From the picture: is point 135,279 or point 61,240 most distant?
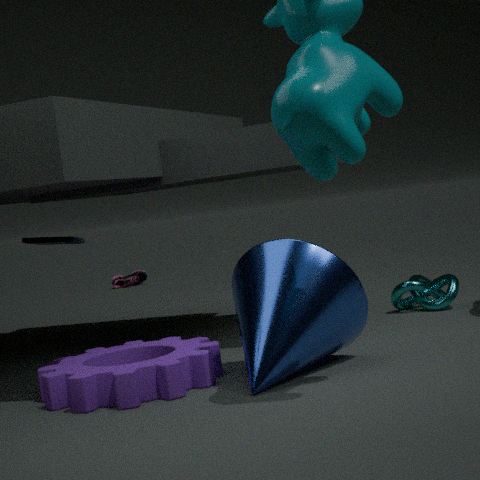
point 135,279
